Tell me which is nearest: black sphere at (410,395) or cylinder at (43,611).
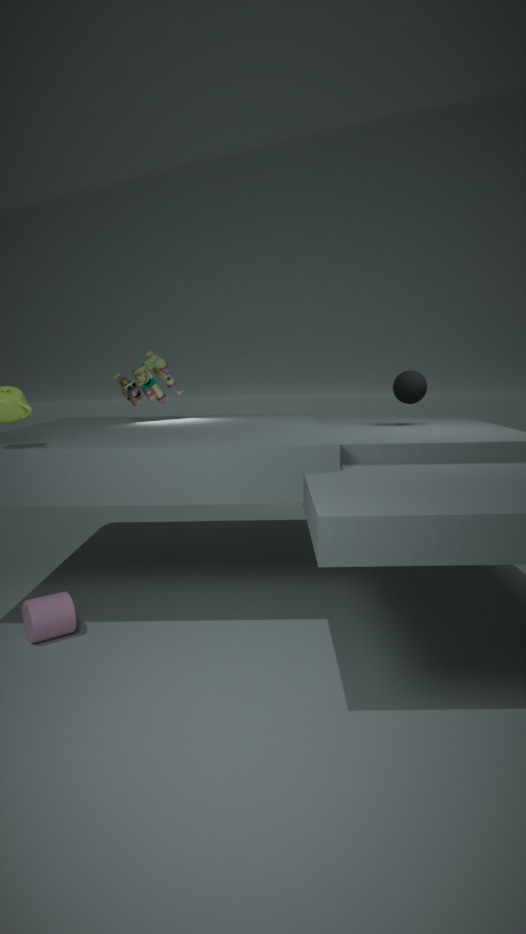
cylinder at (43,611)
